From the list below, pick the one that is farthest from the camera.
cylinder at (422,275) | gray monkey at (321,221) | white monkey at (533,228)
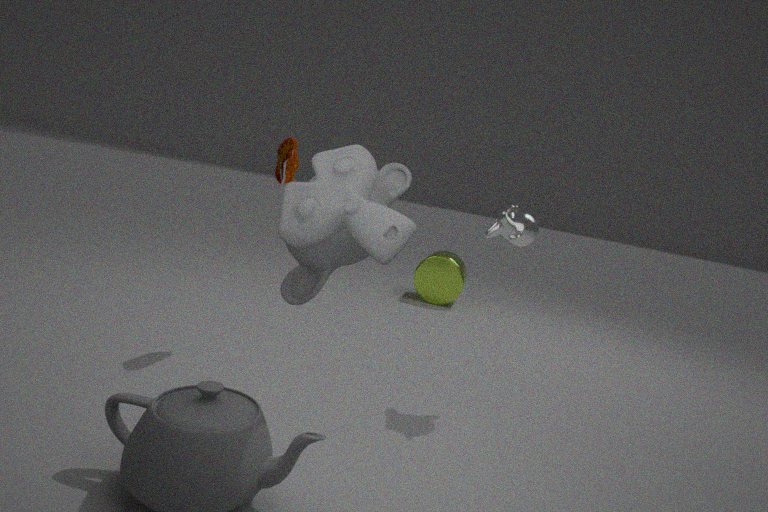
cylinder at (422,275)
